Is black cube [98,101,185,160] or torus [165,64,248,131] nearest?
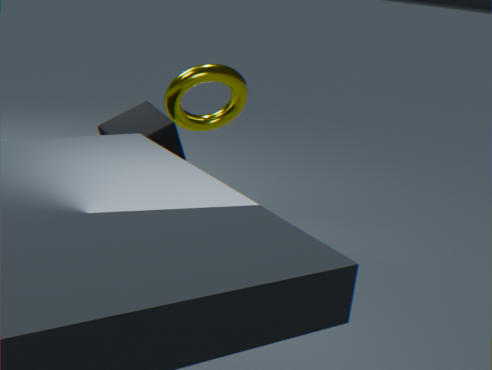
black cube [98,101,185,160]
